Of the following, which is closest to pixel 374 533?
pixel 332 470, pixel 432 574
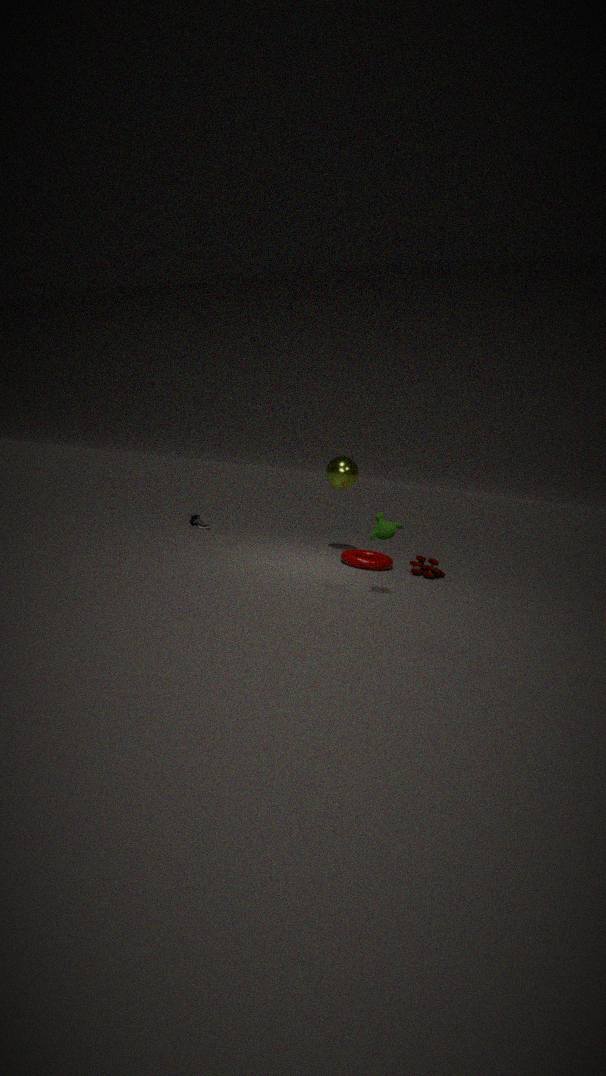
pixel 432 574
